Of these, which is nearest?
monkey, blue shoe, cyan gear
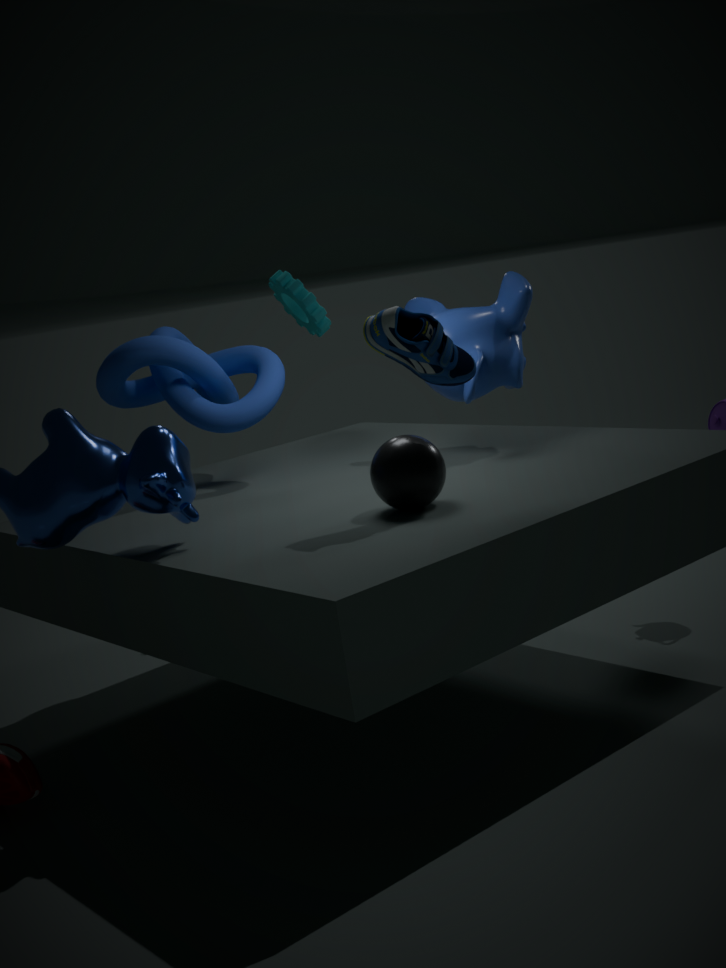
blue shoe
